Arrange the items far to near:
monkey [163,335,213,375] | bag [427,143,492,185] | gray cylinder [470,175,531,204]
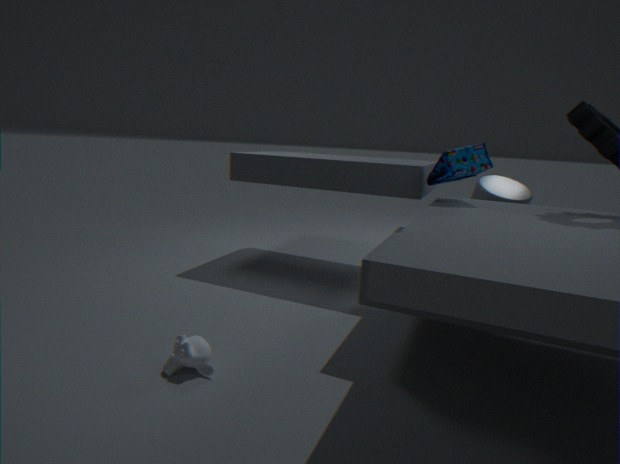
gray cylinder [470,175,531,204] < bag [427,143,492,185] < monkey [163,335,213,375]
